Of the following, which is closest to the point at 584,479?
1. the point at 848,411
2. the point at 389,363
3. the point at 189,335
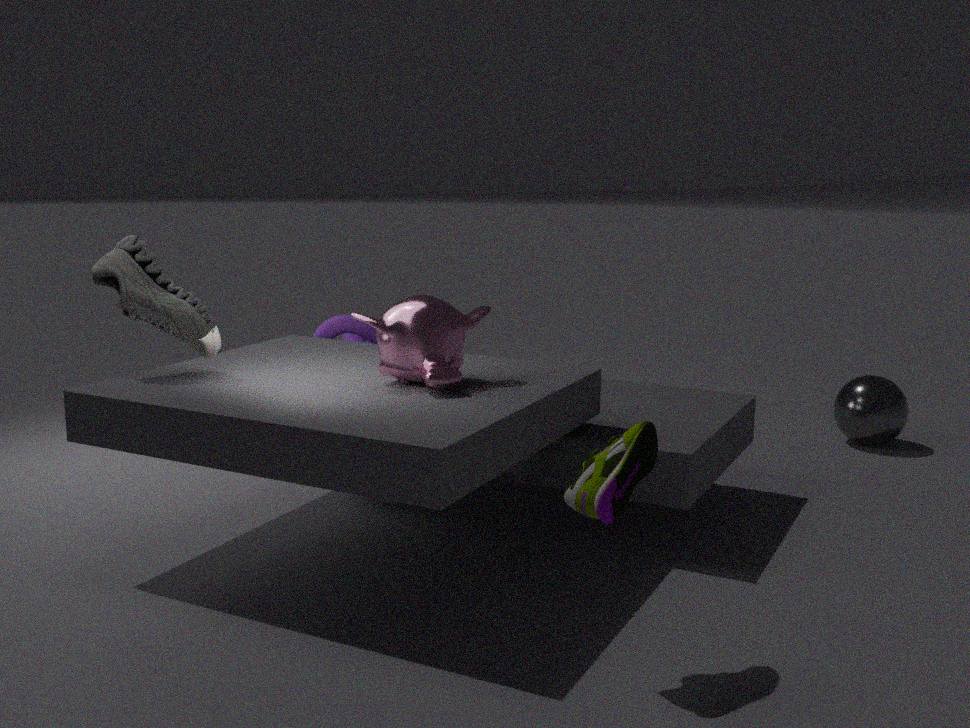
the point at 389,363
